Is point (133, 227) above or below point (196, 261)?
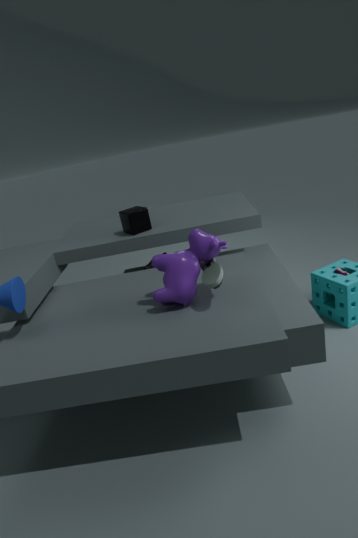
above
